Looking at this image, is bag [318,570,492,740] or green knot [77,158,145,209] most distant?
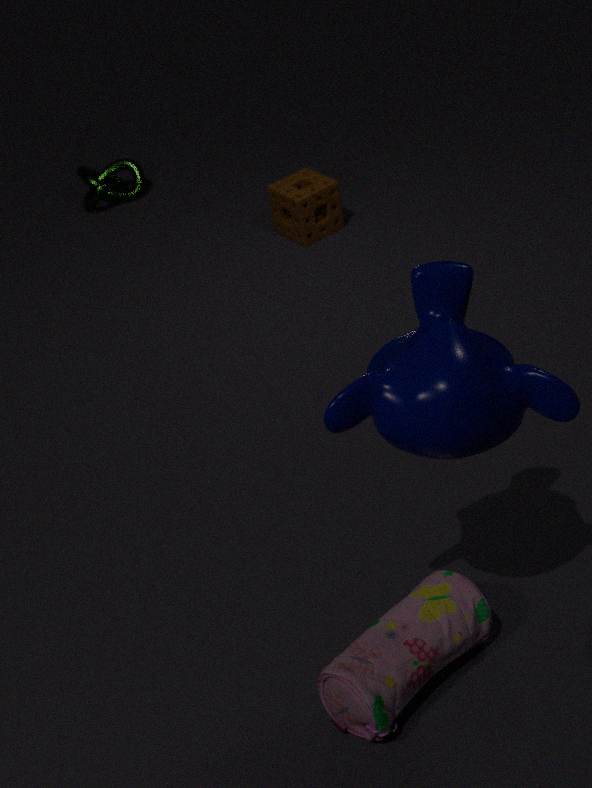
green knot [77,158,145,209]
